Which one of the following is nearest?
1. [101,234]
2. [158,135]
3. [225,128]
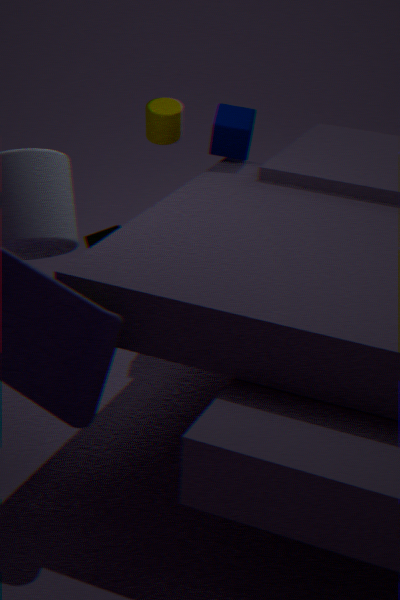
[225,128]
